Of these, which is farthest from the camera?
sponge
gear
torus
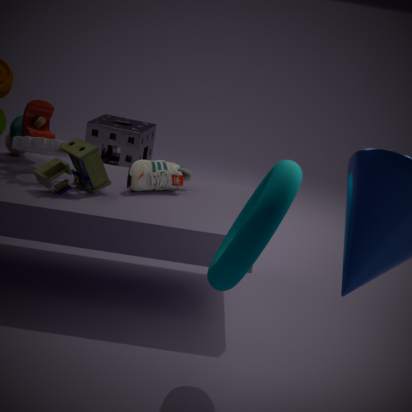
sponge
